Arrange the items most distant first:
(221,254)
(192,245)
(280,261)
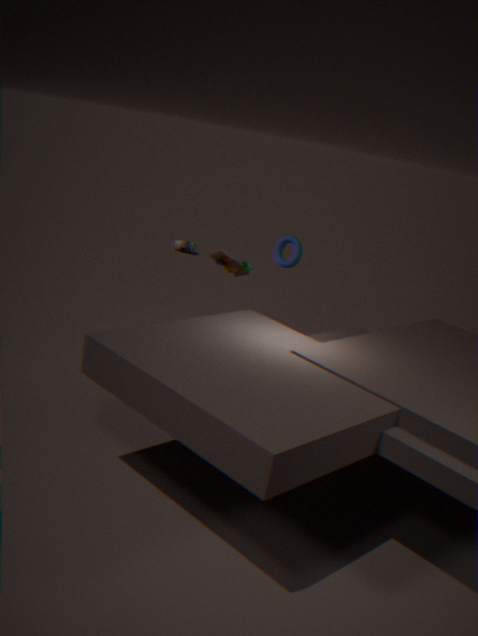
1. (192,245)
2. (280,261)
3. (221,254)
